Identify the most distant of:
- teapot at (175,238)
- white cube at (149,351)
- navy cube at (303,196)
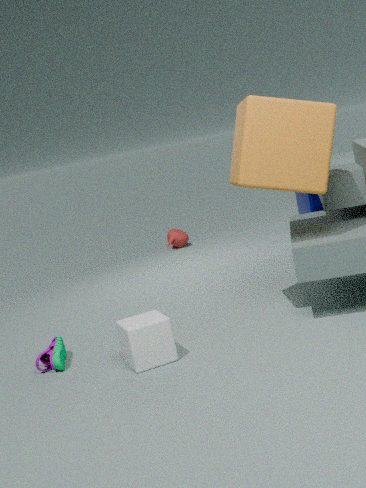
teapot at (175,238)
